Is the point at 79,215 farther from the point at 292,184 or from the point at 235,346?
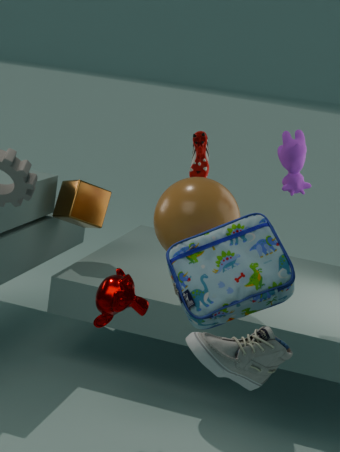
the point at 235,346
